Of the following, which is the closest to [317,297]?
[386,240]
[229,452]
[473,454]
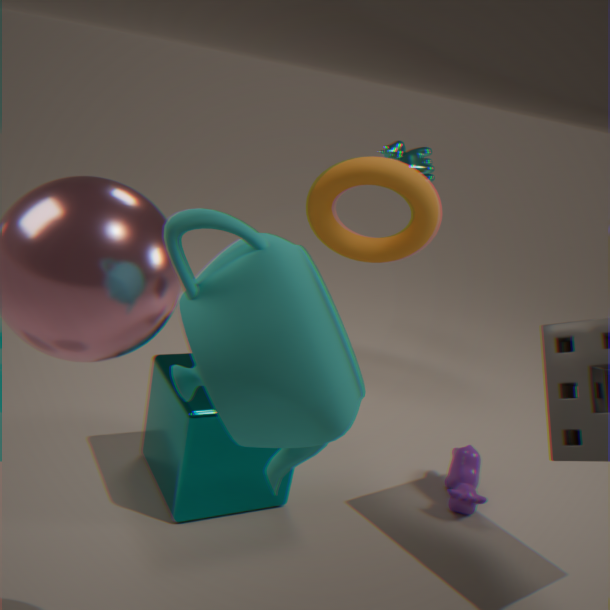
[229,452]
